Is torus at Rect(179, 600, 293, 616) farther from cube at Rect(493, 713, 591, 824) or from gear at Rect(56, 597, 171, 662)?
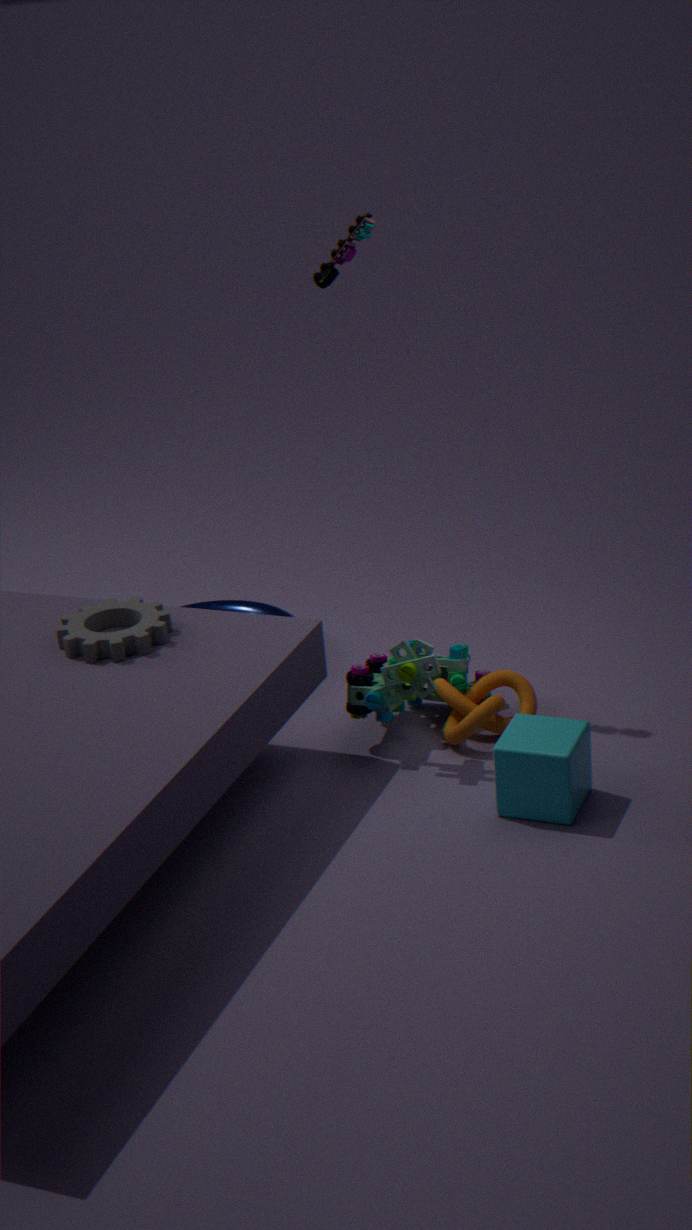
cube at Rect(493, 713, 591, 824)
